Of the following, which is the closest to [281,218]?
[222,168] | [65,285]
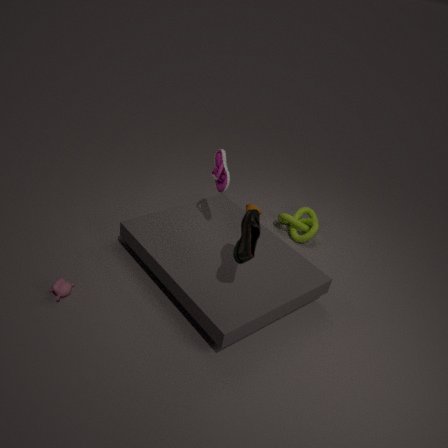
[222,168]
